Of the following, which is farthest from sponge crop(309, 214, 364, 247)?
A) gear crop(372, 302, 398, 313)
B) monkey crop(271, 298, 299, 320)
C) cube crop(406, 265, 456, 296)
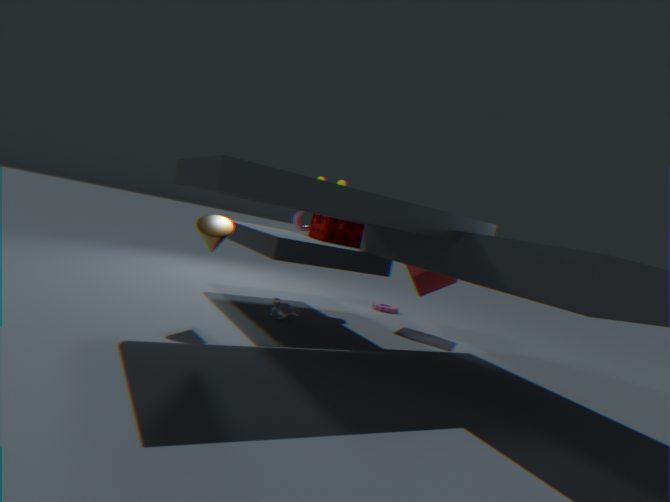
gear crop(372, 302, 398, 313)
